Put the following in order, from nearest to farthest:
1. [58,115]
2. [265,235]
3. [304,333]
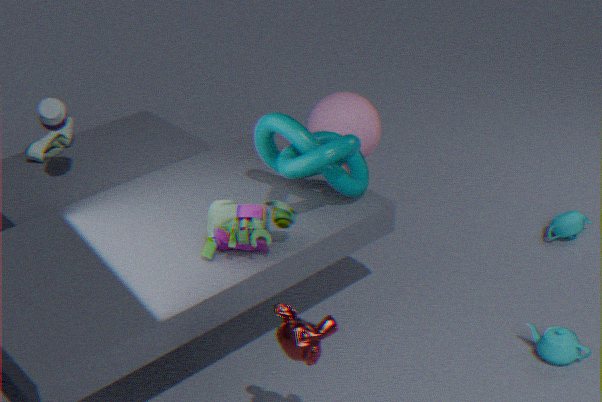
[304,333], [265,235], [58,115]
